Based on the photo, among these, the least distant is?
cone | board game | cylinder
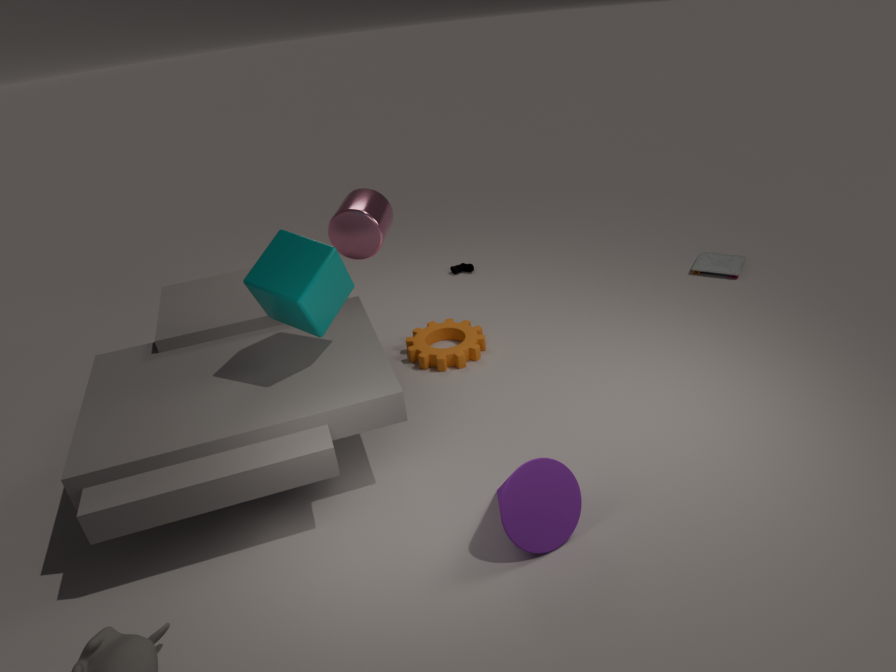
cone
